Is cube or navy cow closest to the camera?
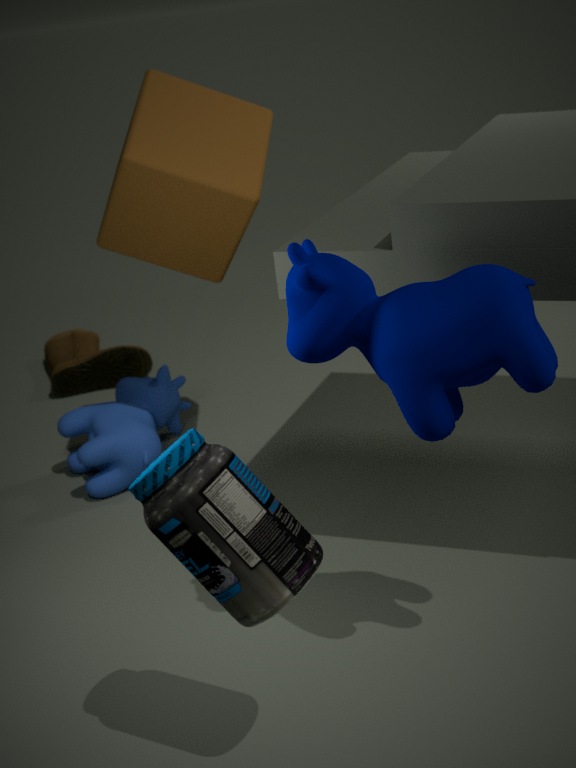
navy cow
